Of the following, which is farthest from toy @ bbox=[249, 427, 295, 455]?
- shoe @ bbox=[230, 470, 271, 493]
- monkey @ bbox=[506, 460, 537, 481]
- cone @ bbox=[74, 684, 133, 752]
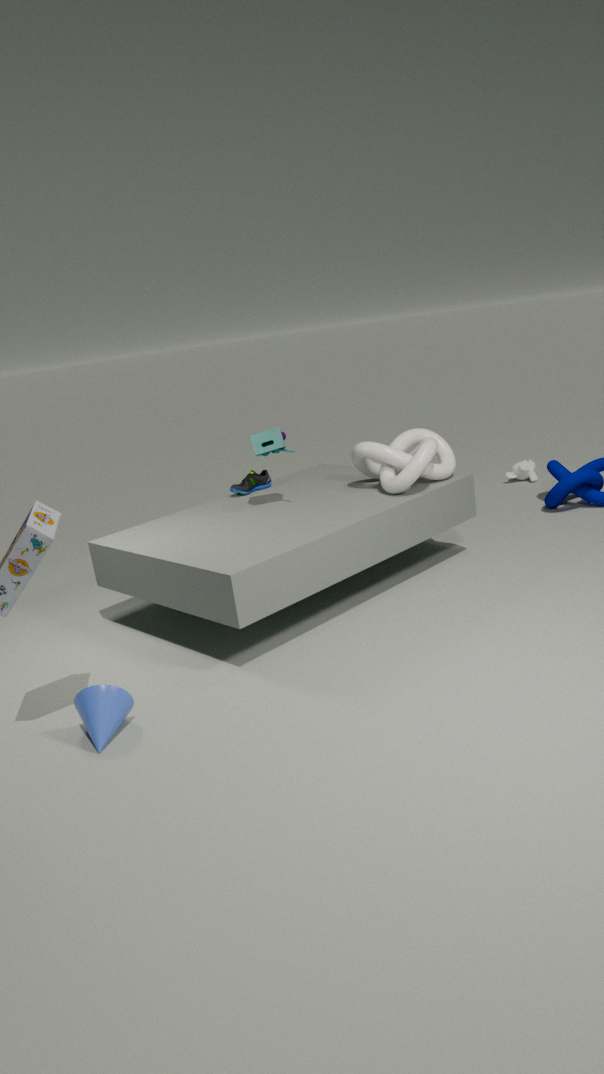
monkey @ bbox=[506, 460, 537, 481]
